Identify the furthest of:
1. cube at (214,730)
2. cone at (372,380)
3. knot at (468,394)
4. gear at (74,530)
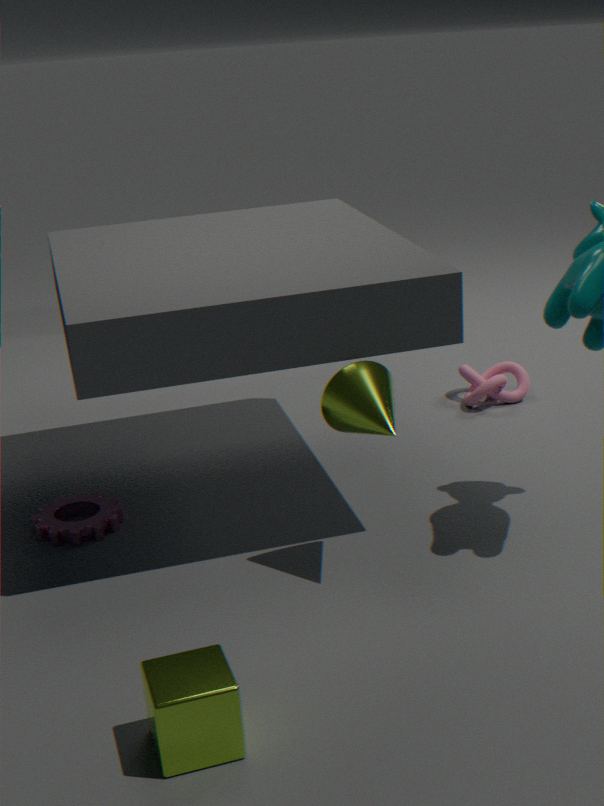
knot at (468,394)
